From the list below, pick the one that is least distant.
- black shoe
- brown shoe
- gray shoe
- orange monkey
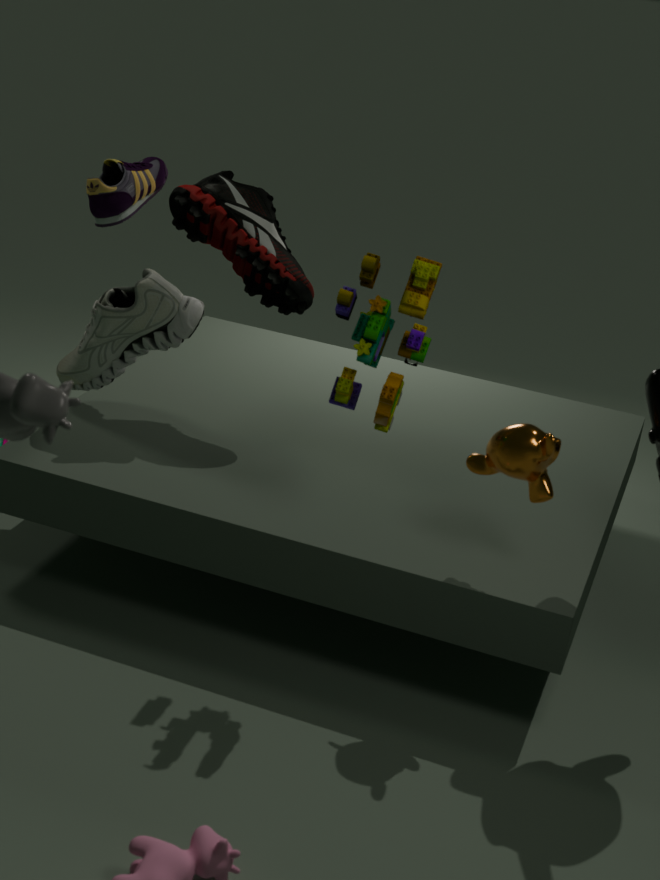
orange monkey
